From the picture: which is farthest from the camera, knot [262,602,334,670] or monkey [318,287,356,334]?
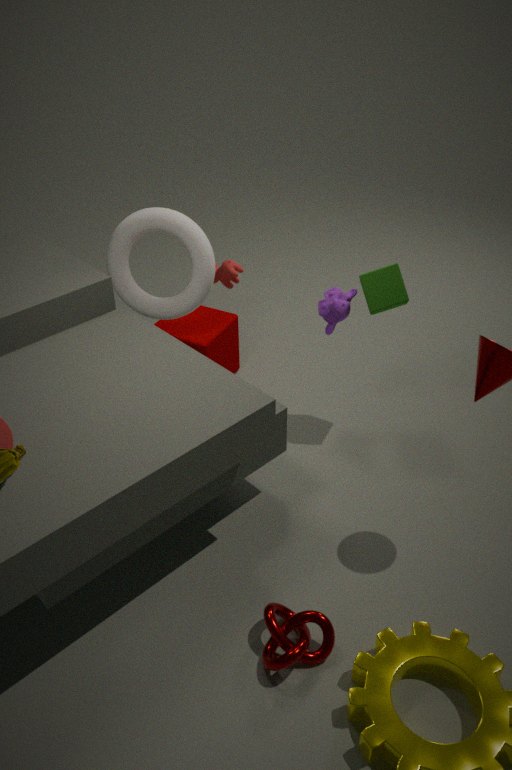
monkey [318,287,356,334]
